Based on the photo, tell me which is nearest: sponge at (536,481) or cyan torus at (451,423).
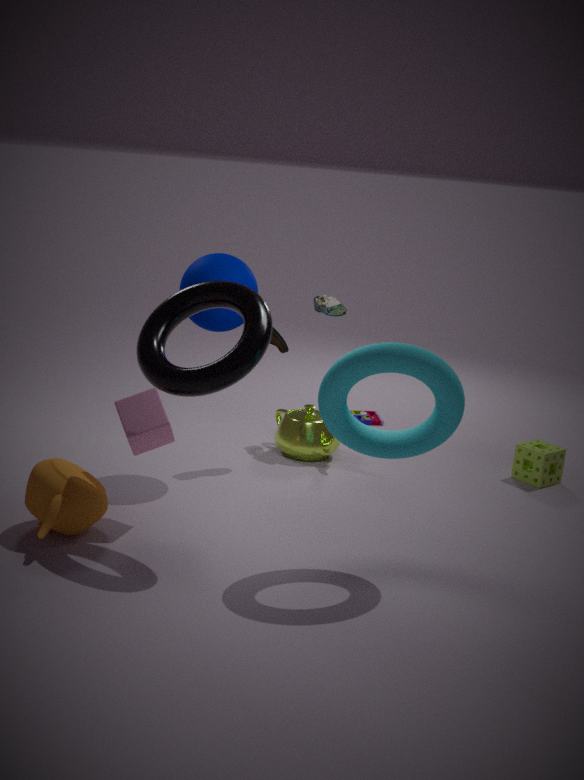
cyan torus at (451,423)
